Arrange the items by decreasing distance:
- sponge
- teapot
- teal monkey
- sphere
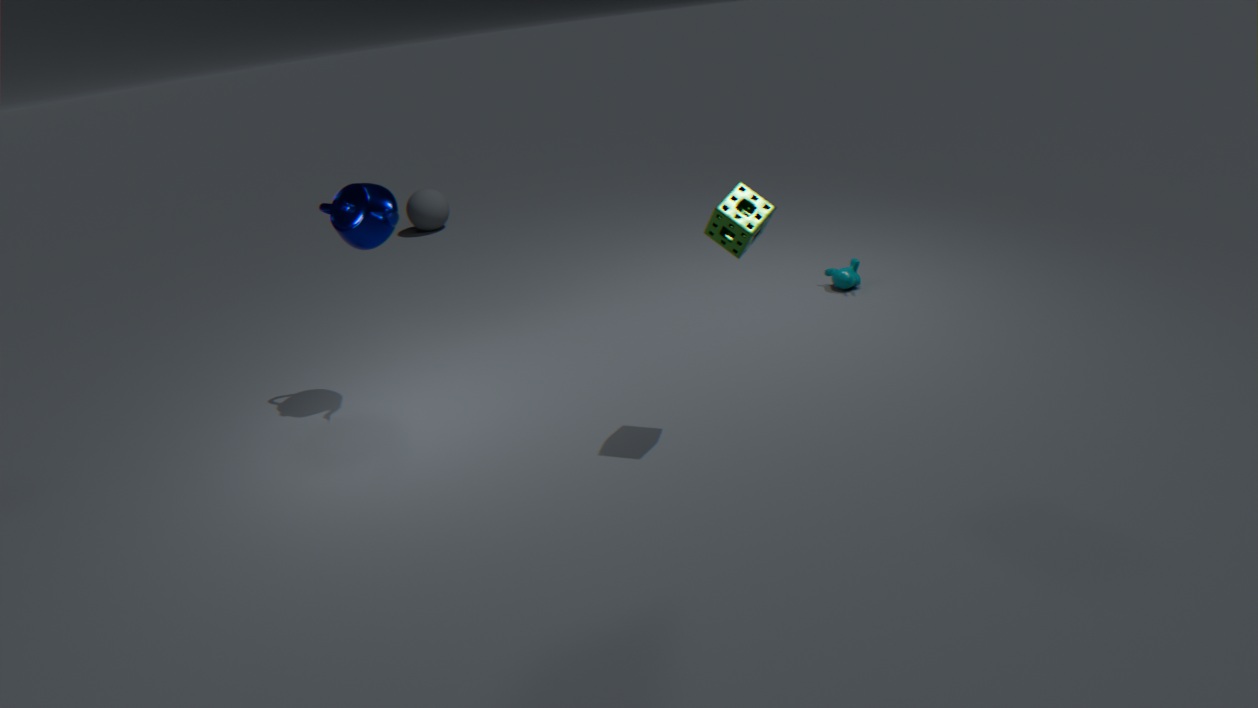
1. sphere
2. teal monkey
3. teapot
4. sponge
